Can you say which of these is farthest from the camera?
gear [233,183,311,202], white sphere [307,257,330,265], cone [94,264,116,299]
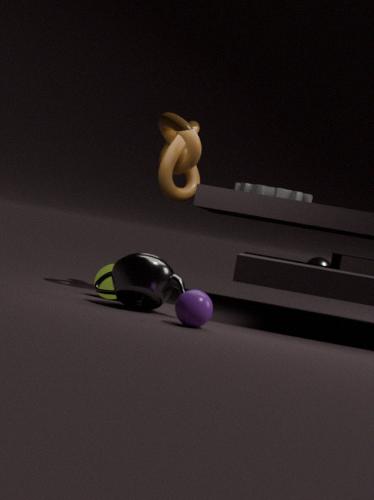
white sphere [307,257,330,265]
